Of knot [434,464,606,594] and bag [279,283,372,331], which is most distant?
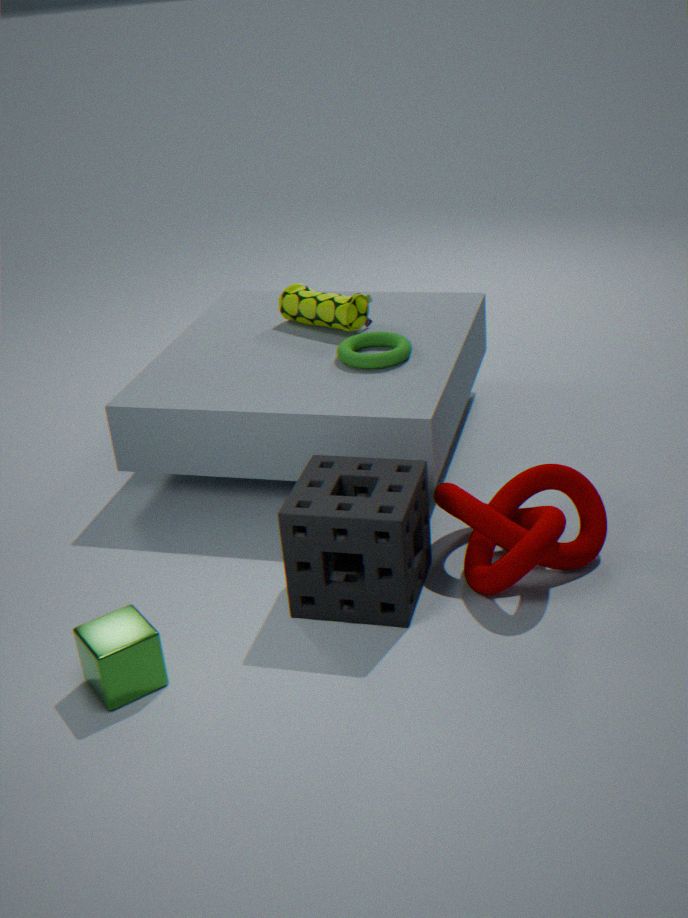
bag [279,283,372,331]
